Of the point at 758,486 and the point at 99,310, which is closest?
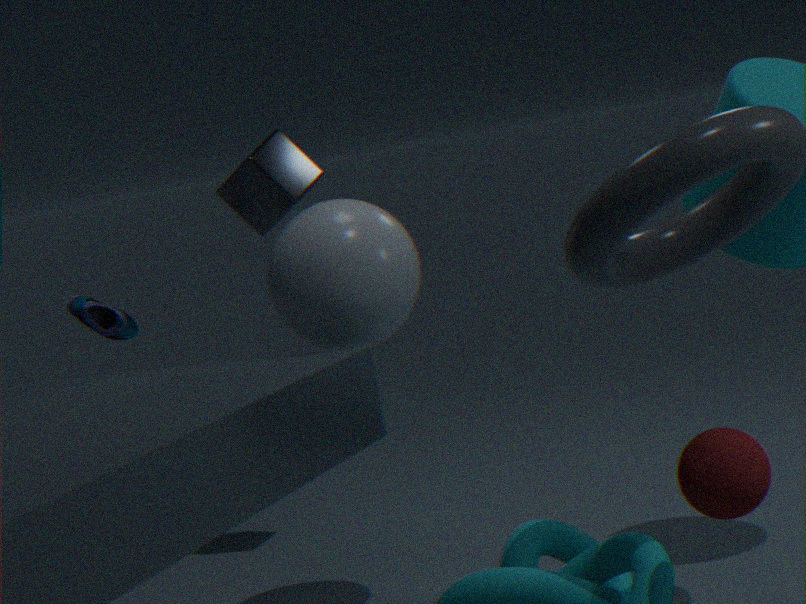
the point at 758,486
